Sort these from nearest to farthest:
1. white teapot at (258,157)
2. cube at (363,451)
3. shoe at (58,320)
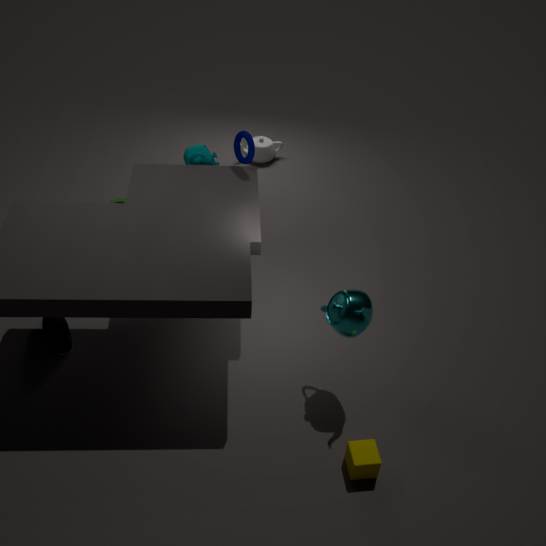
cube at (363,451), shoe at (58,320), white teapot at (258,157)
